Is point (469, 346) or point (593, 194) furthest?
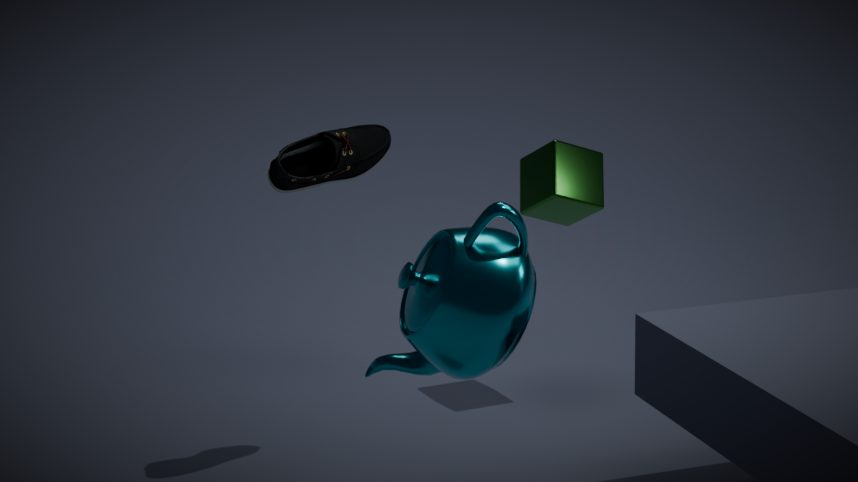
point (593, 194)
